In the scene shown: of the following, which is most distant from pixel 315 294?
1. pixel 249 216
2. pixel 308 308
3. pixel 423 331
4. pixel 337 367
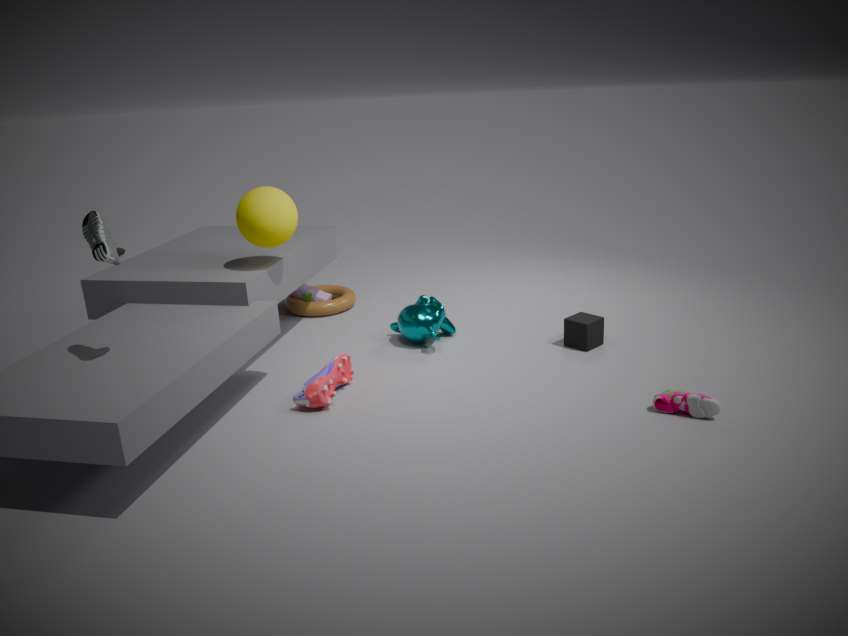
pixel 337 367
